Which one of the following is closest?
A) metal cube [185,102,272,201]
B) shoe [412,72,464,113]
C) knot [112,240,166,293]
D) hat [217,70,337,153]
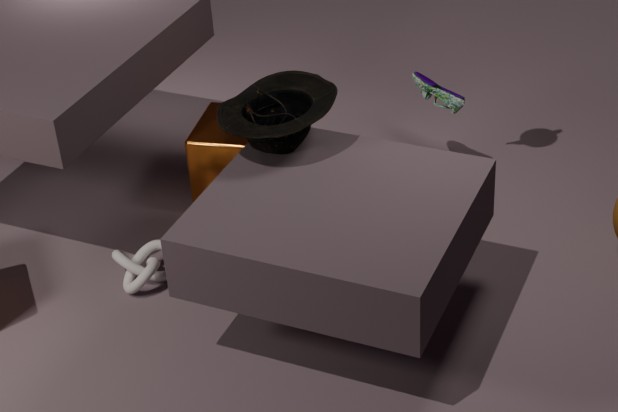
hat [217,70,337,153]
